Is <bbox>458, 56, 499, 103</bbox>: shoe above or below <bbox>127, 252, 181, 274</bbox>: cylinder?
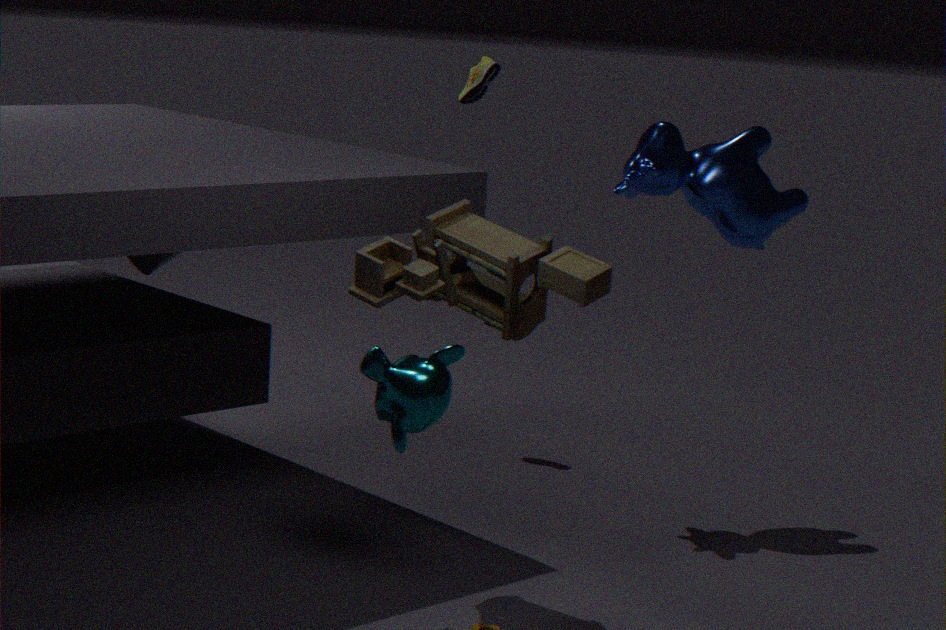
above
